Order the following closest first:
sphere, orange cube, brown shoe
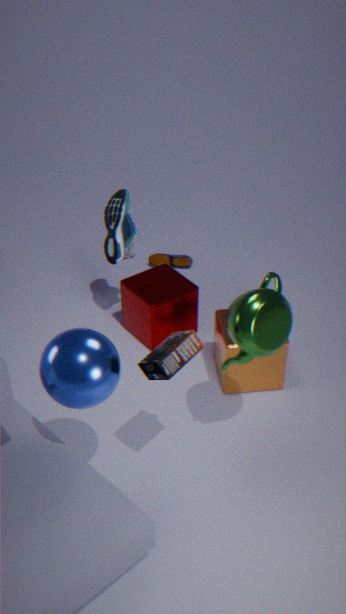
sphere, orange cube, brown shoe
